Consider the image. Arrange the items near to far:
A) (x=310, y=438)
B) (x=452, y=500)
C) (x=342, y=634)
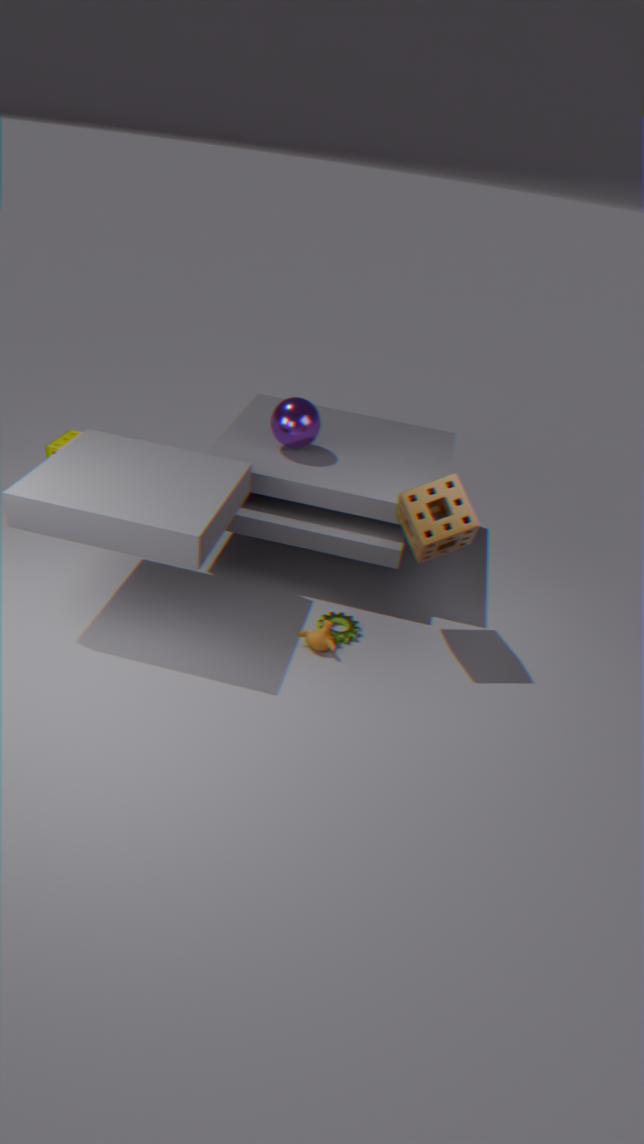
B. (x=452, y=500), C. (x=342, y=634), A. (x=310, y=438)
